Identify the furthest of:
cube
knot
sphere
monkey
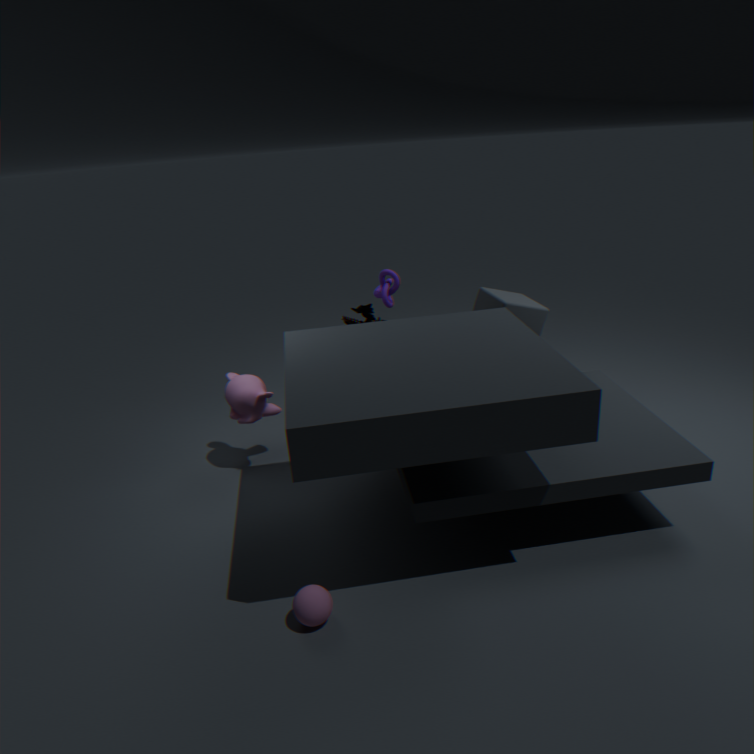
knot
